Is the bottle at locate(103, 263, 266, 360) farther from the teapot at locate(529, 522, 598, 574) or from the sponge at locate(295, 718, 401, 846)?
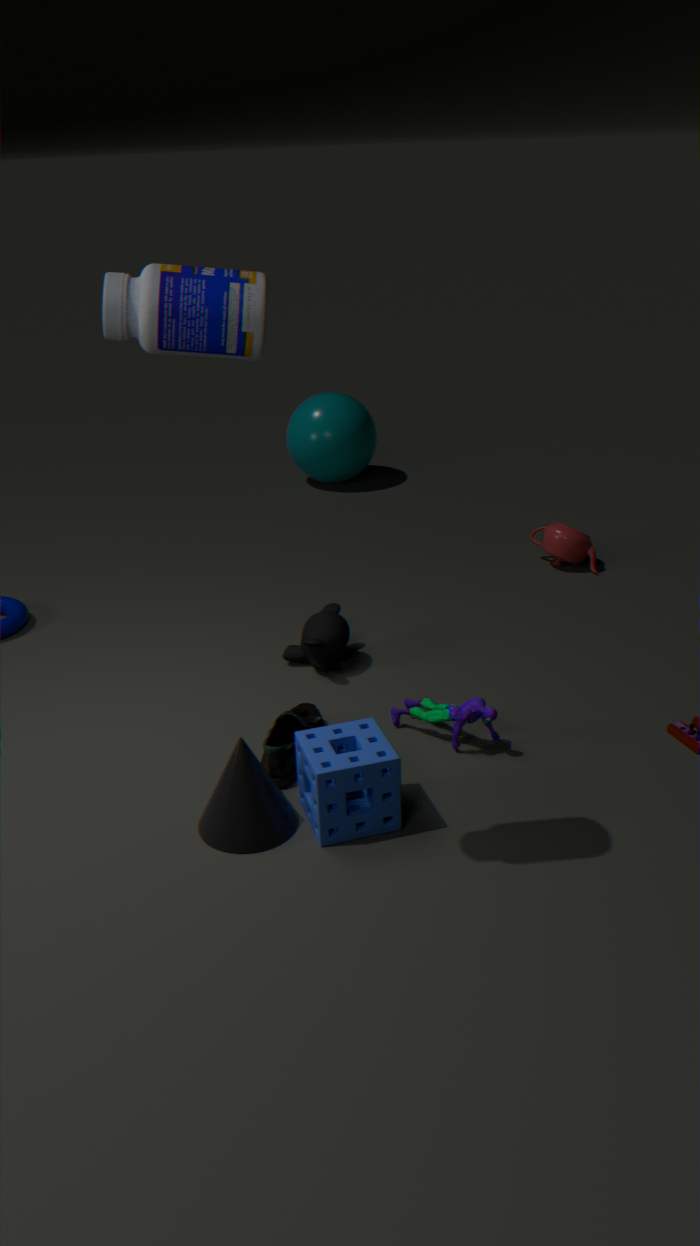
the teapot at locate(529, 522, 598, 574)
